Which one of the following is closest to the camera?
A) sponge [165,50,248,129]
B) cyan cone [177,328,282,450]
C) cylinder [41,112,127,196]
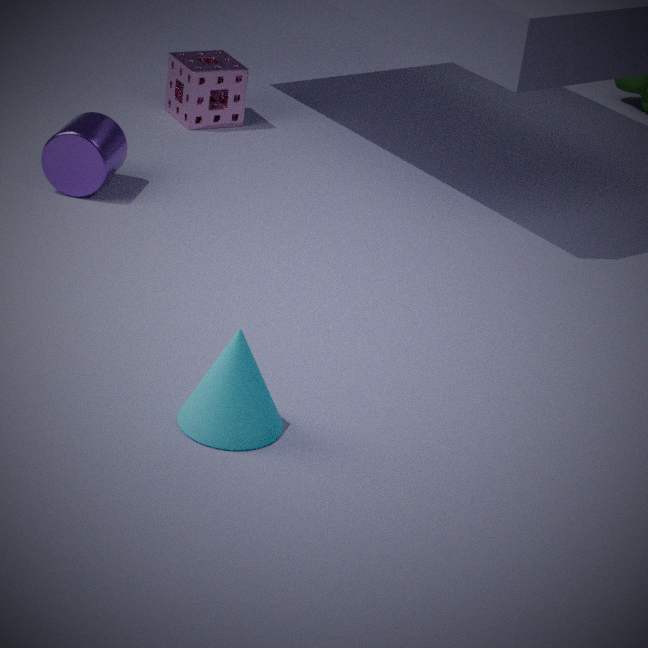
B. cyan cone [177,328,282,450]
